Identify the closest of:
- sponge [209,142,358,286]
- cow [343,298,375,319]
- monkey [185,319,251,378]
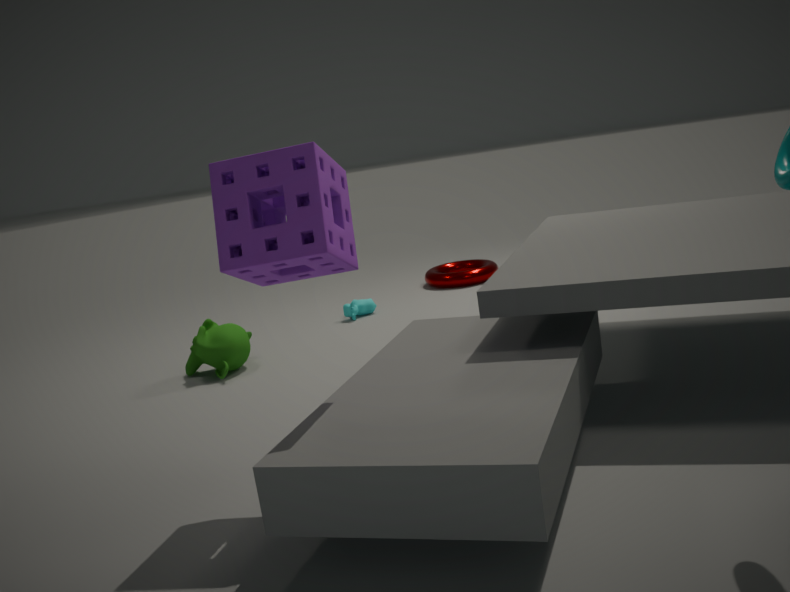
sponge [209,142,358,286]
